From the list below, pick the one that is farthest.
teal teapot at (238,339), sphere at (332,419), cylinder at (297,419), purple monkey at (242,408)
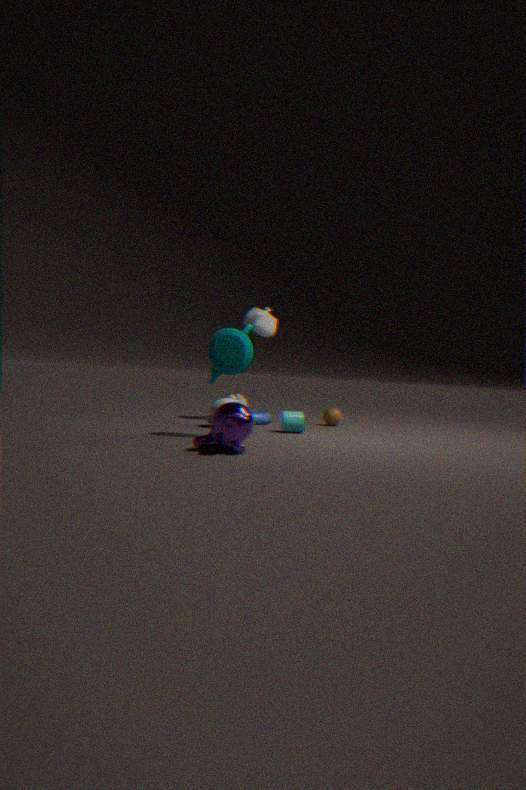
sphere at (332,419)
